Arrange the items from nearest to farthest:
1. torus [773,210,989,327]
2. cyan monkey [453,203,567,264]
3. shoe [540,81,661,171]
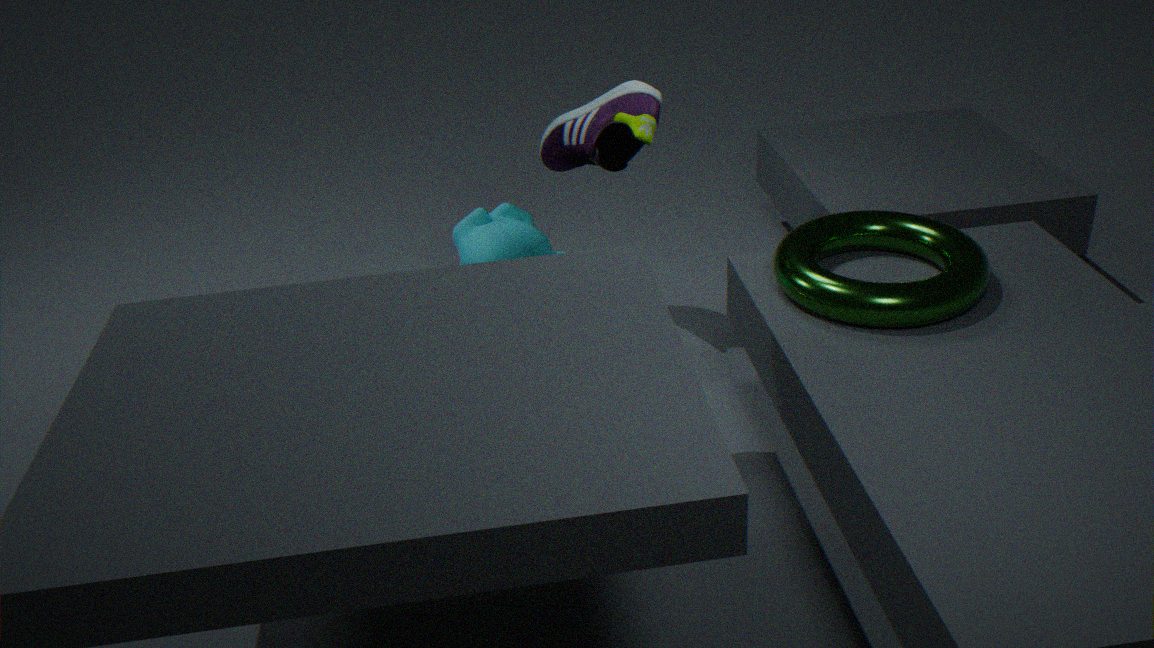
torus [773,210,989,327] → shoe [540,81,661,171] → cyan monkey [453,203,567,264]
